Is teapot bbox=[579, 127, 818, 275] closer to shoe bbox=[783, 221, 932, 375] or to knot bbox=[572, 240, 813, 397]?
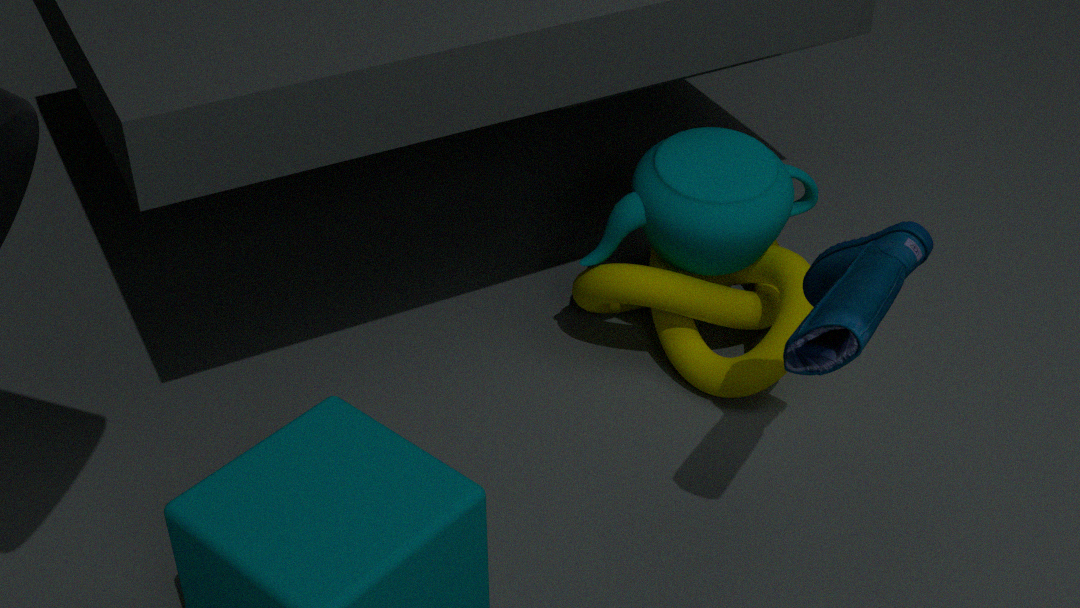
knot bbox=[572, 240, 813, 397]
